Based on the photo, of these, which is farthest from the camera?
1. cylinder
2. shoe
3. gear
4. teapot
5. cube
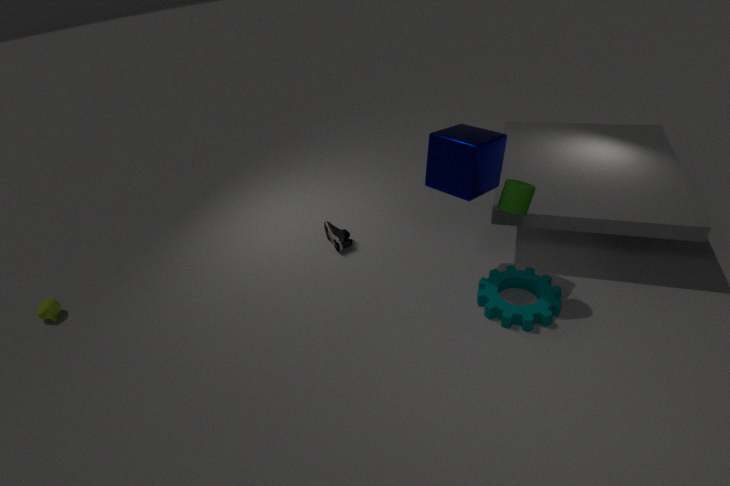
shoe
